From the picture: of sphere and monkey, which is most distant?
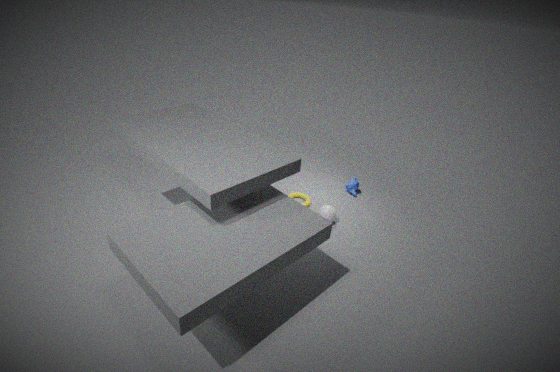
monkey
